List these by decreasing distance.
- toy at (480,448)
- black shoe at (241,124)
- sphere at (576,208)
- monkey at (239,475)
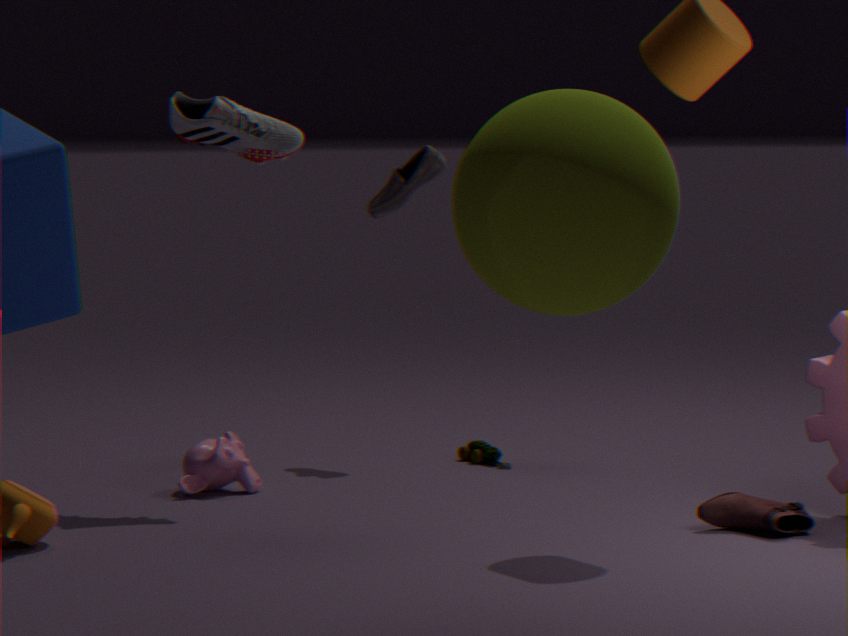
1. toy at (480,448)
2. monkey at (239,475)
3. black shoe at (241,124)
4. sphere at (576,208)
